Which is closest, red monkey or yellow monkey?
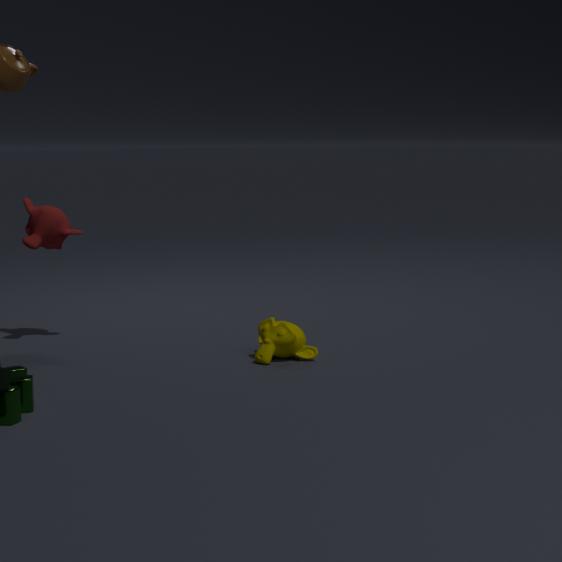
yellow monkey
